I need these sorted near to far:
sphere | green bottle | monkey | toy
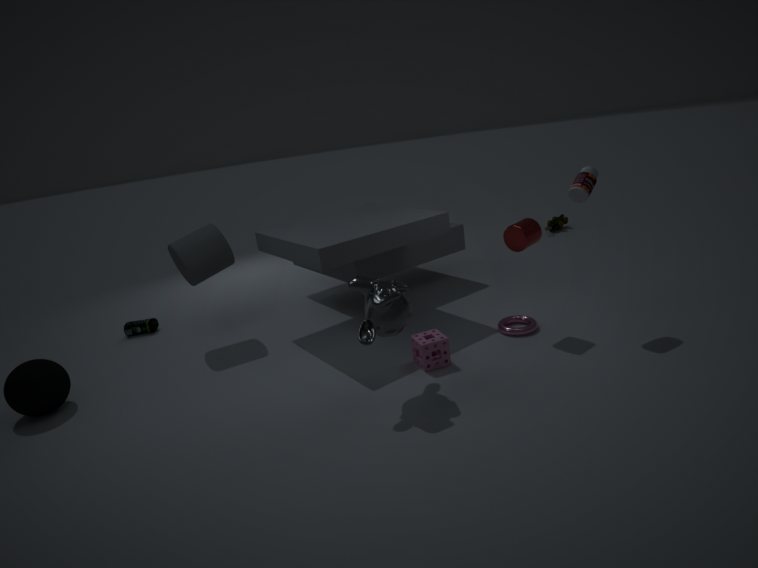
monkey, sphere, green bottle, toy
